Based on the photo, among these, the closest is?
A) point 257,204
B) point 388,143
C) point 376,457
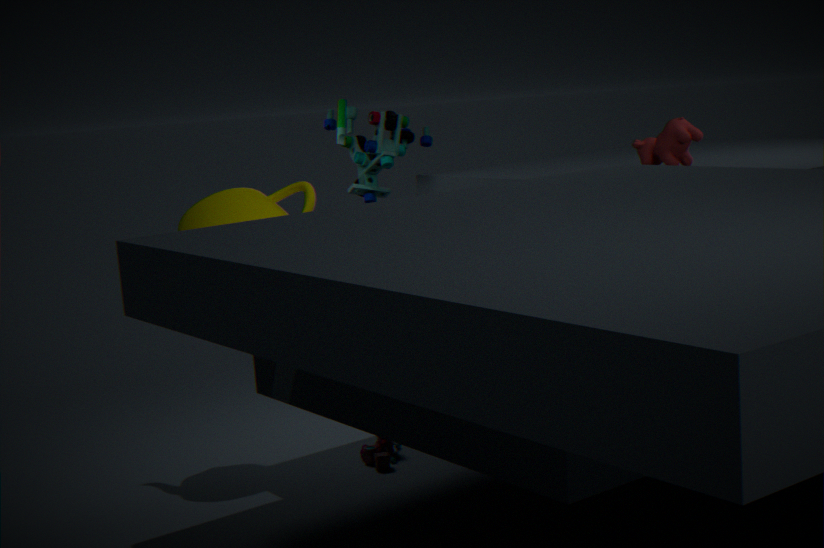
A. point 257,204
